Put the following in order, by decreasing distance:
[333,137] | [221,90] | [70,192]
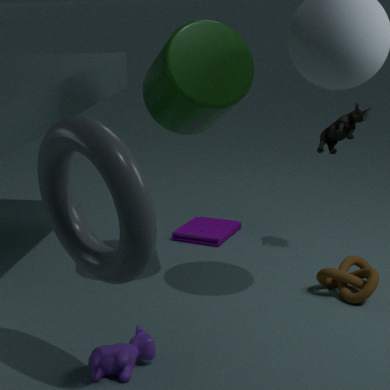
[333,137] < [221,90] < [70,192]
